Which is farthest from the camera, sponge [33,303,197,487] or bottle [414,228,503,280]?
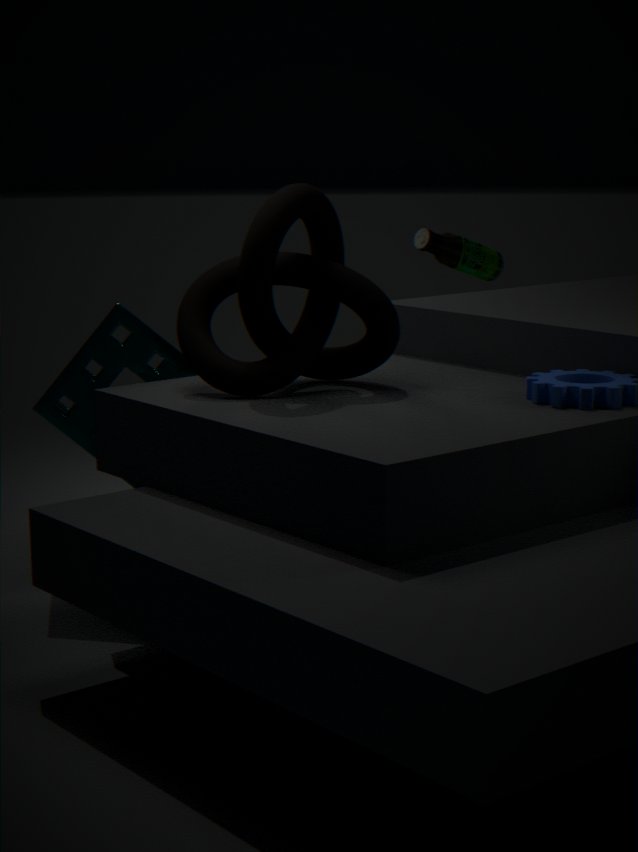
bottle [414,228,503,280]
